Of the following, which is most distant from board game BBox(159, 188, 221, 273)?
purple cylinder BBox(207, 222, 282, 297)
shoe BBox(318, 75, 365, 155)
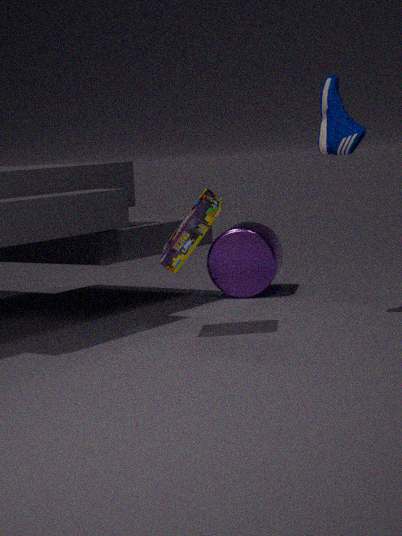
purple cylinder BBox(207, 222, 282, 297)
